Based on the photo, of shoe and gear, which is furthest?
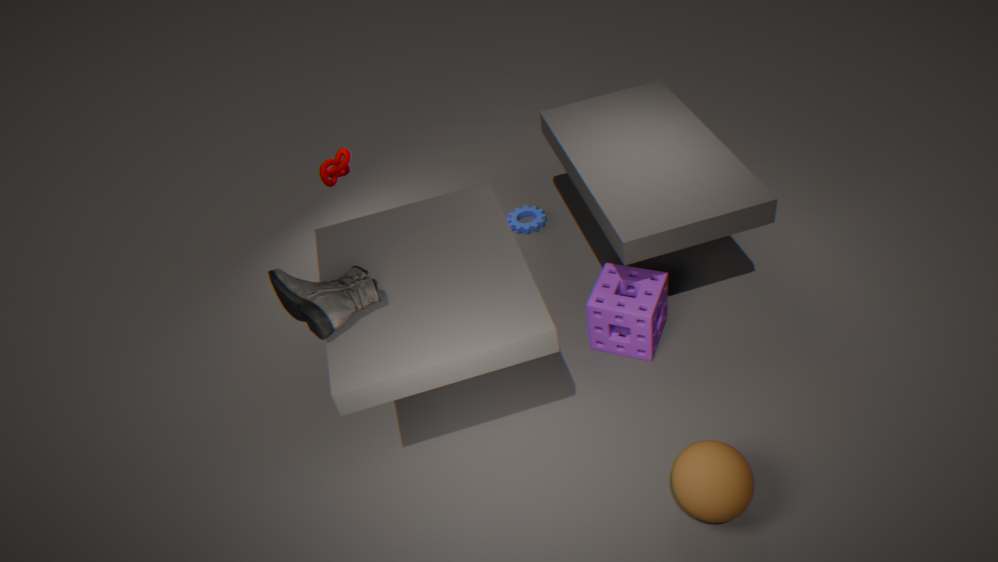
gear
